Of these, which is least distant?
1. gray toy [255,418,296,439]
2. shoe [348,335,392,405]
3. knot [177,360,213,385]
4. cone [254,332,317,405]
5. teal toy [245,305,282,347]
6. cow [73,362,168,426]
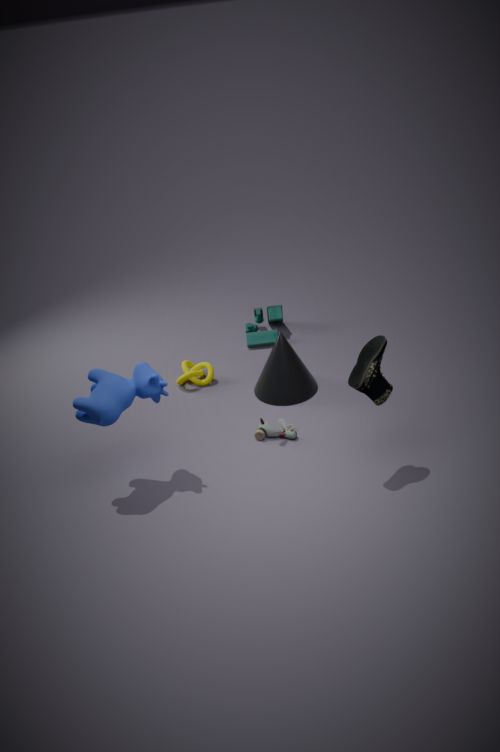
shoe [348,335,392,405]
